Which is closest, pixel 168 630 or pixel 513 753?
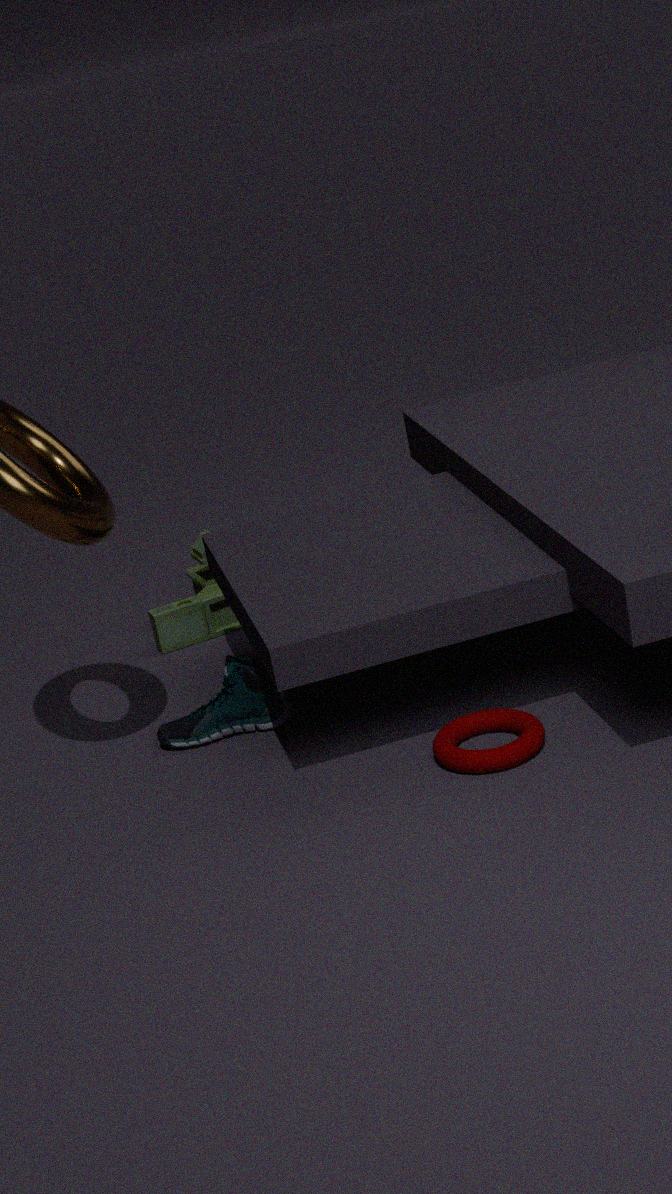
pixel 513 753
